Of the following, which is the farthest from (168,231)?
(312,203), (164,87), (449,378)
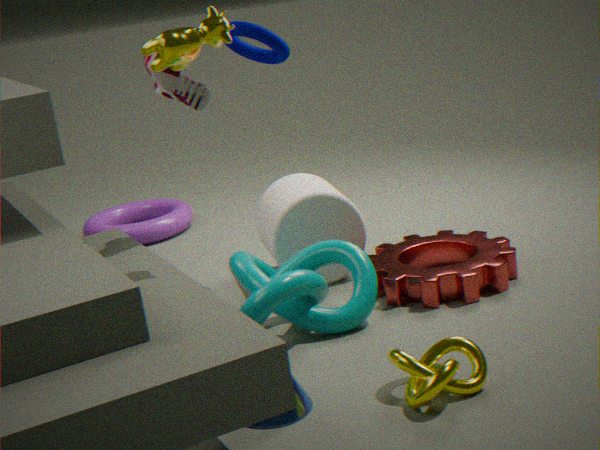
(449,378)
